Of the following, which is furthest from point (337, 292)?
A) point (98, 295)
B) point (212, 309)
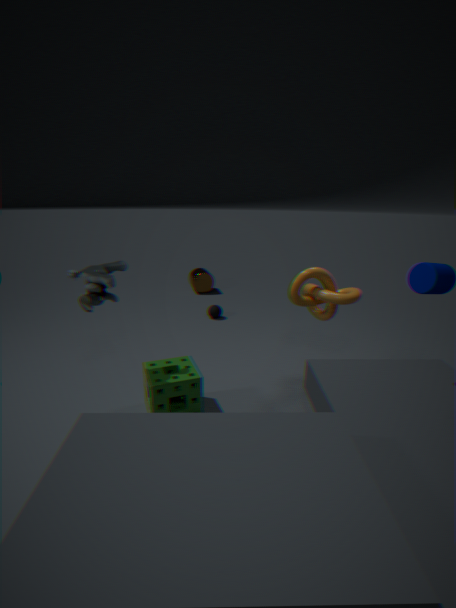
point (212, 309)
